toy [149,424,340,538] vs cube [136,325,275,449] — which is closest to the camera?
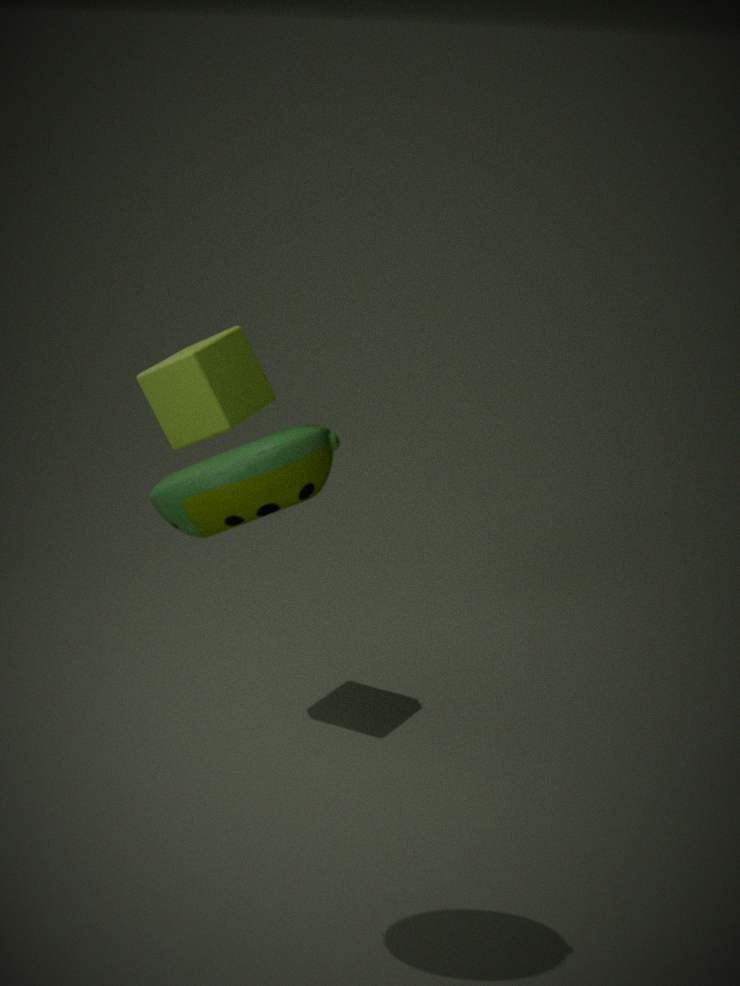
toy [149,424,340,538]
